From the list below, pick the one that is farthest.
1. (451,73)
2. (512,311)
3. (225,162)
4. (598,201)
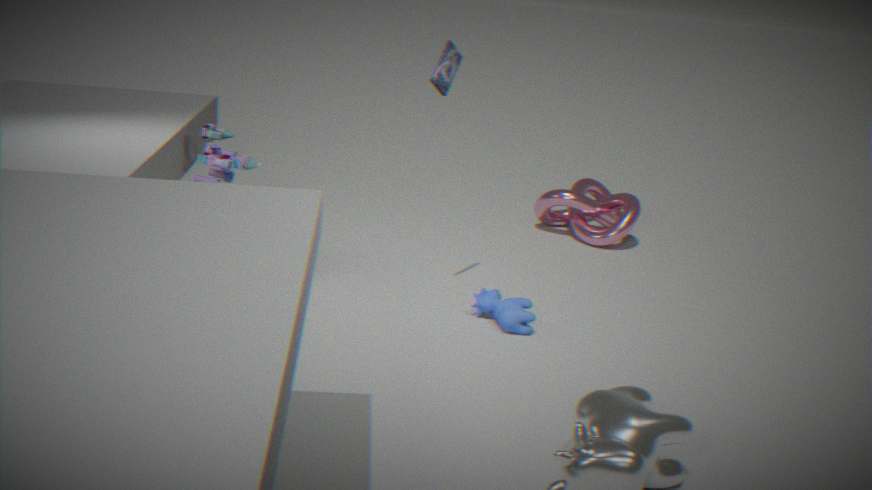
(598,201)
